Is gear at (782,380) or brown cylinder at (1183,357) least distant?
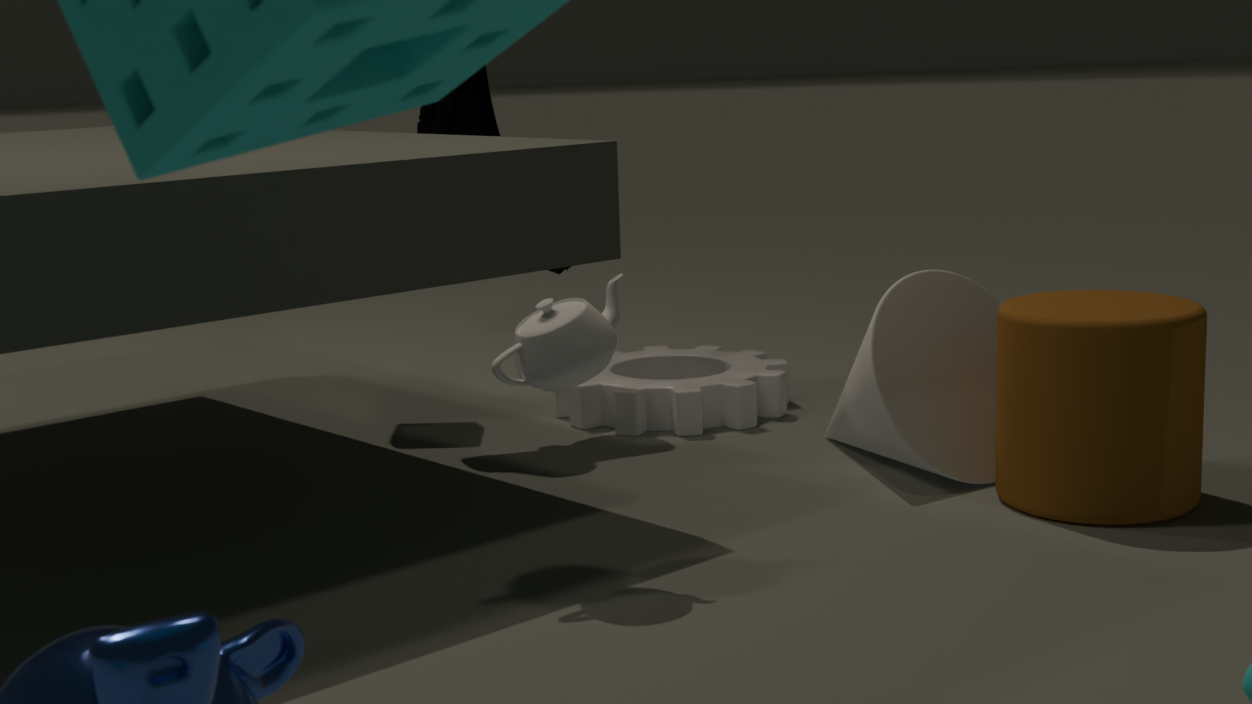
brown cylinder at (1183,357)
